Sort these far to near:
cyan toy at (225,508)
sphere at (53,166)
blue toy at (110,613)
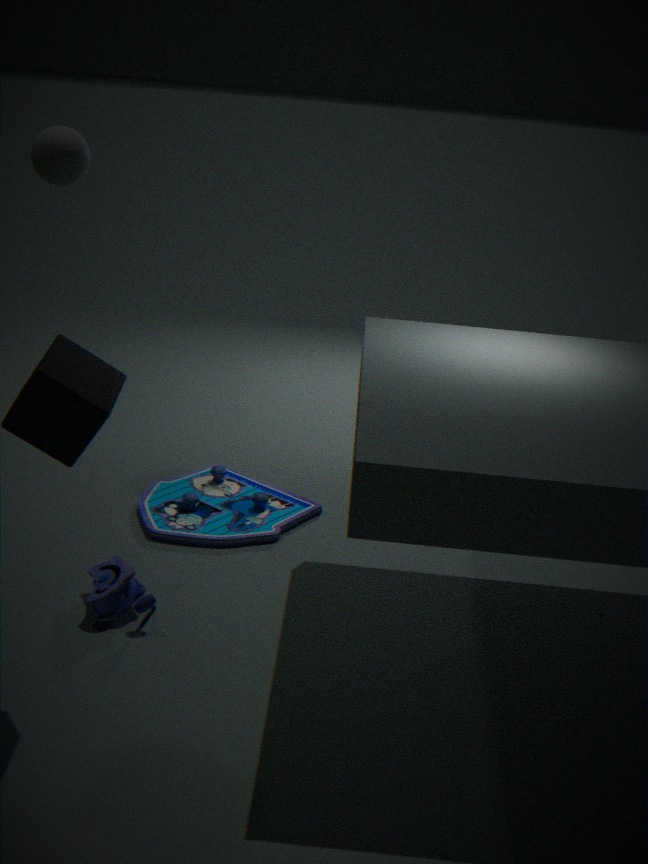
1. cyan toy at (225,508)
2. sphere at (53,166)
3. blue toy at (110,613)
